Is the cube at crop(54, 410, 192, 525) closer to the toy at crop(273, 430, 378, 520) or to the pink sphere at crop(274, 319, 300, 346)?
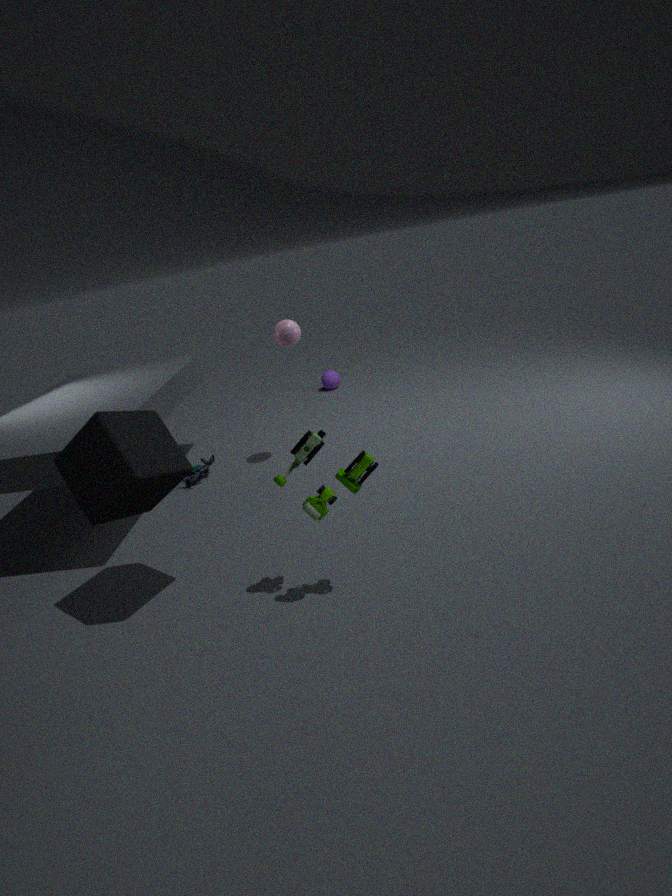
the toy at crop(273, 430, 378, 520)
